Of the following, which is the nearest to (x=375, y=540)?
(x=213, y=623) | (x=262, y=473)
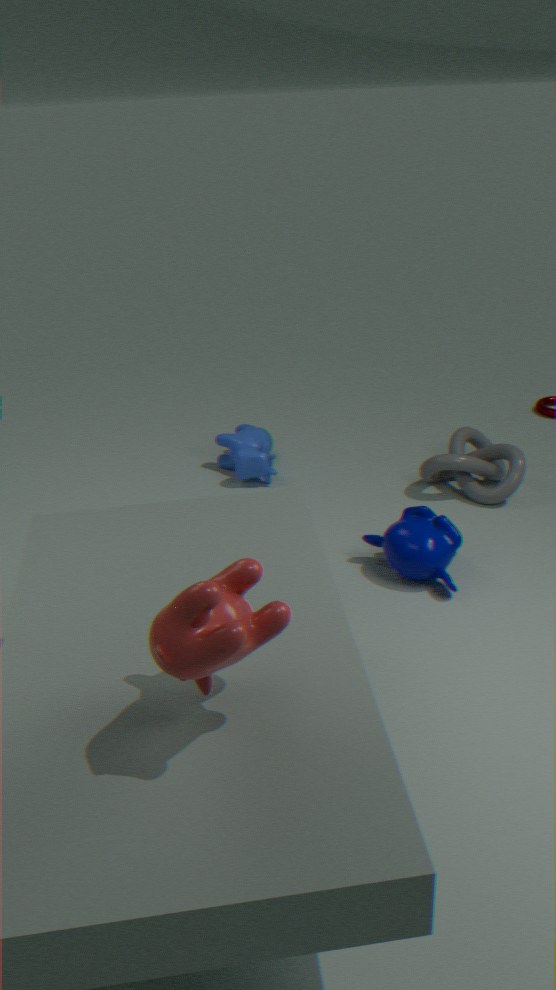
(x=262, y=473)
